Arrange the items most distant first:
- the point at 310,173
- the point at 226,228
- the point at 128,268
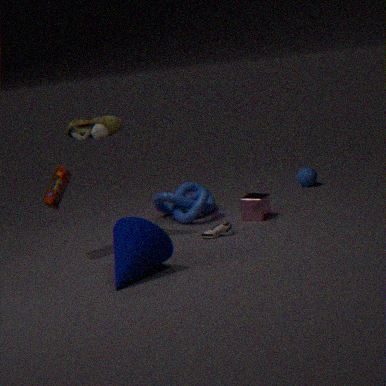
the point at 310,173 < the point at 226,228 < the point at 128,268
